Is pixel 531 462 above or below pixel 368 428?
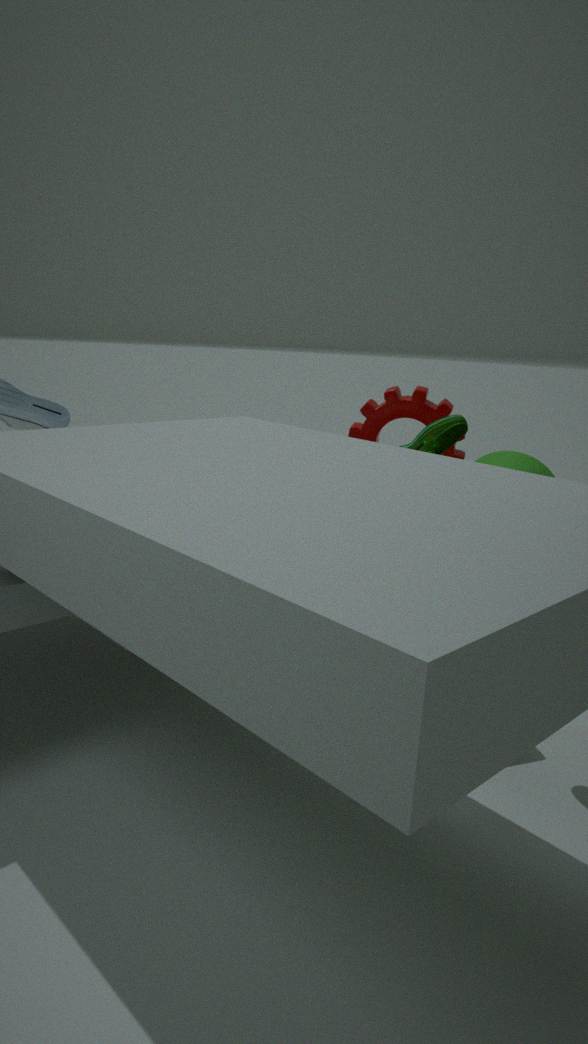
→ below
